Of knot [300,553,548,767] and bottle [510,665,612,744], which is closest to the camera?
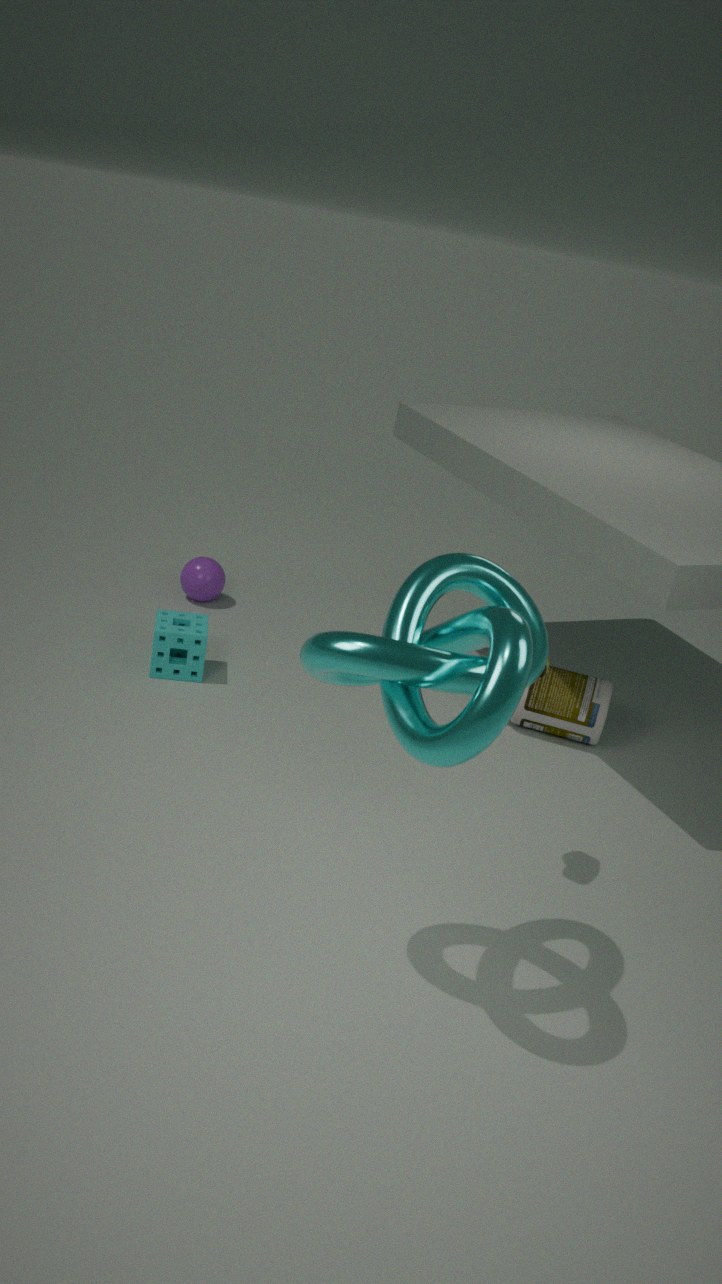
knot [300,553,548,767]
